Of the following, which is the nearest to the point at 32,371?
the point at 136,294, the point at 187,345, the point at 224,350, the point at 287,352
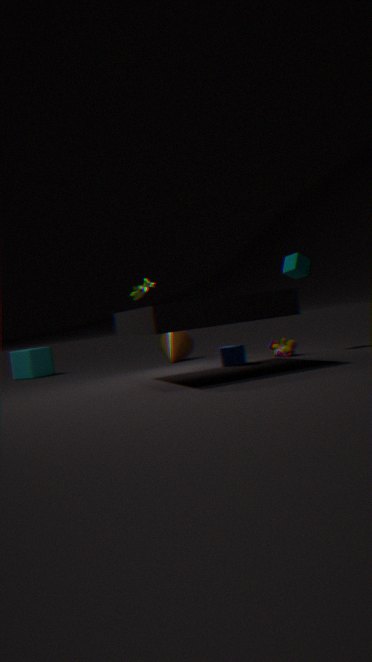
the point at 187,345
